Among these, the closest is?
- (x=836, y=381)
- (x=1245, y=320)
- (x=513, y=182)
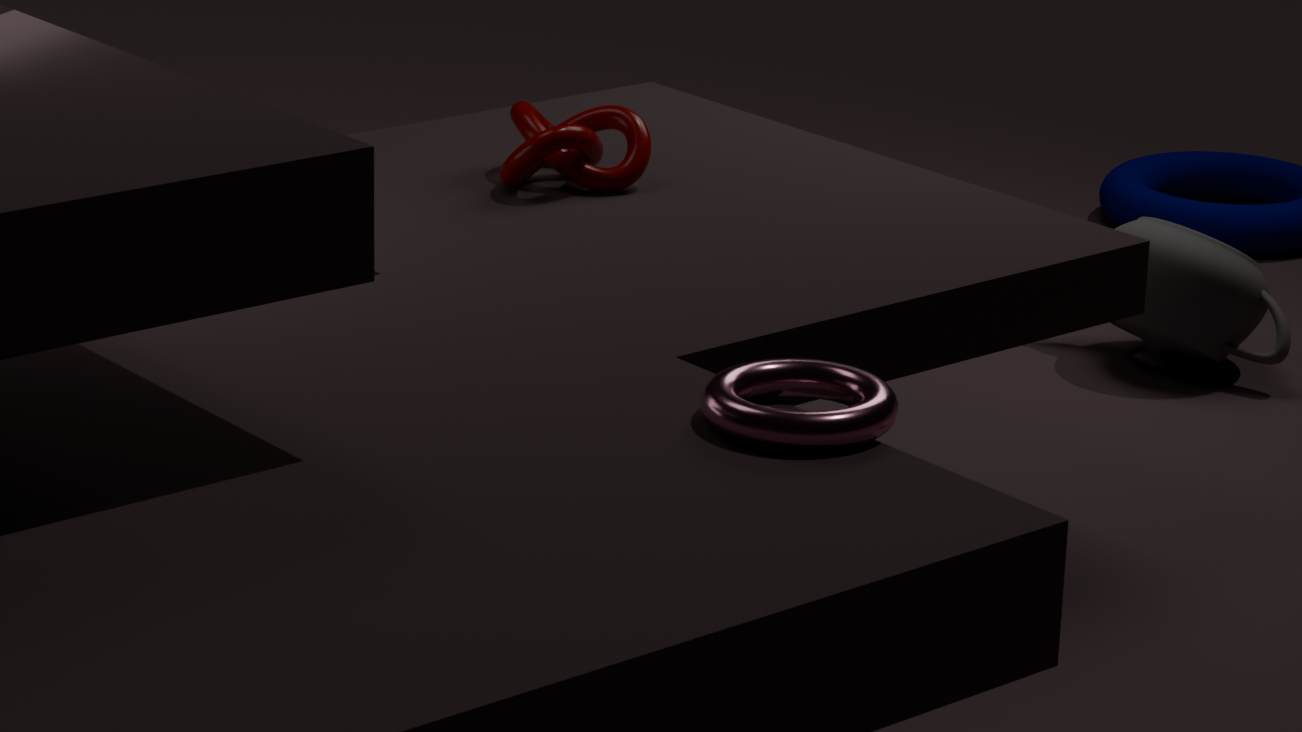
(x=836, y=381)
